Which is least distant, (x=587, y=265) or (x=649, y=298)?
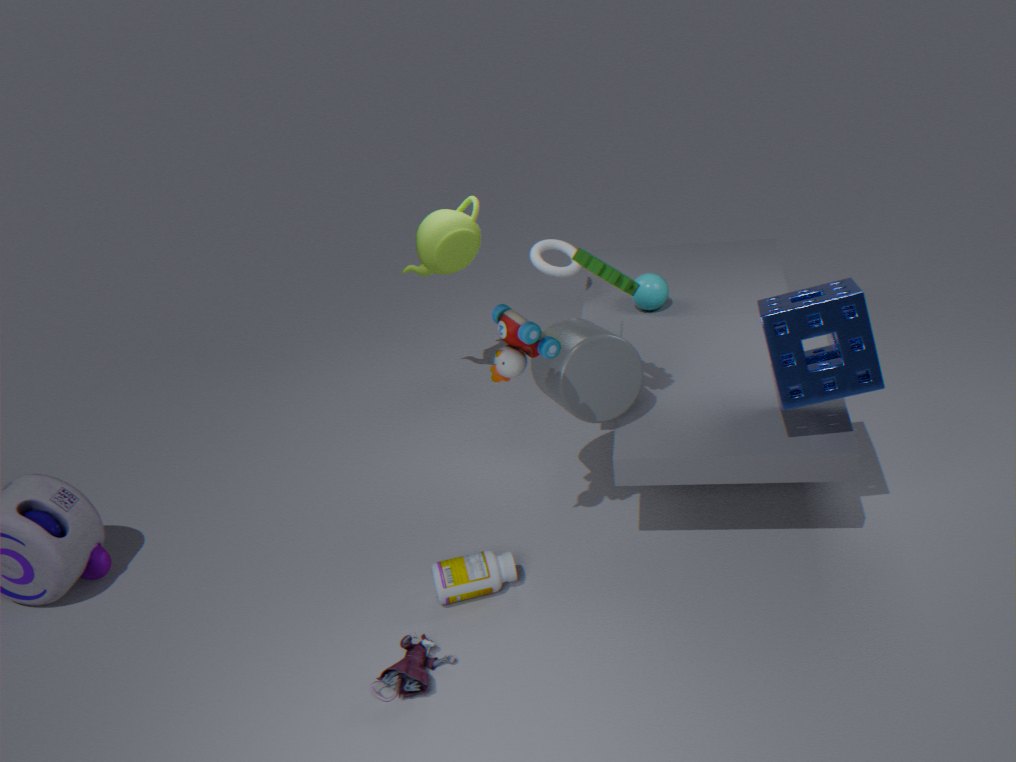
(x=587, y=265)
